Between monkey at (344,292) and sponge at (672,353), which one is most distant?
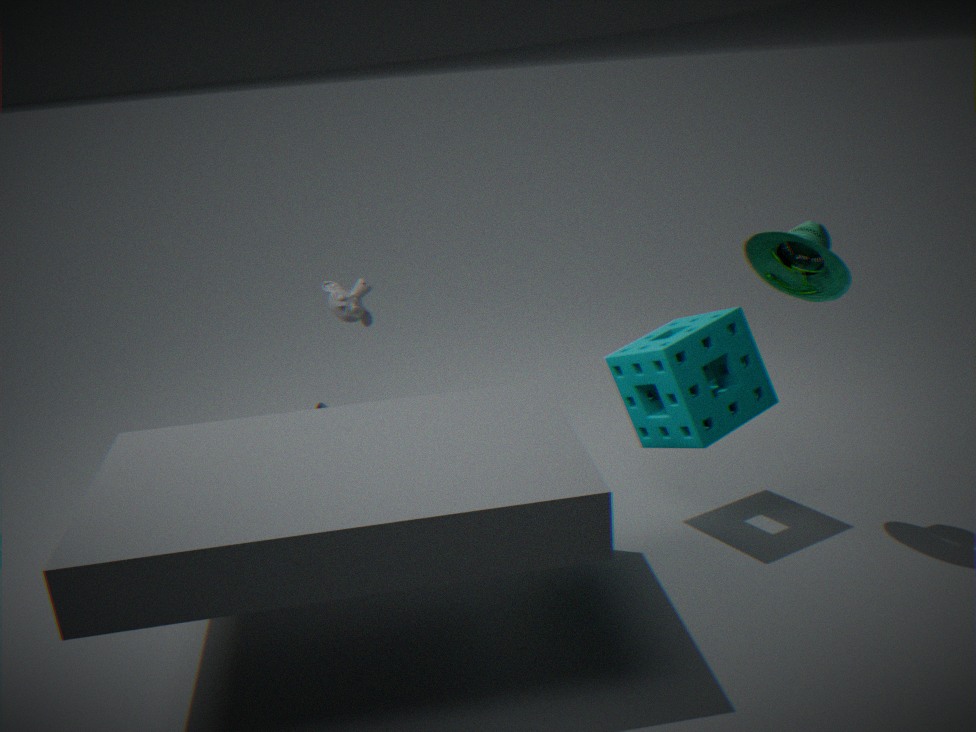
monkey at (344,292)
